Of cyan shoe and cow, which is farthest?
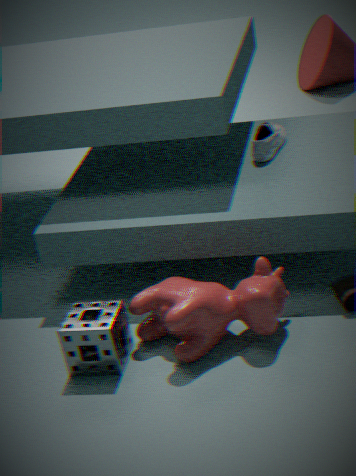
cyan shoe
